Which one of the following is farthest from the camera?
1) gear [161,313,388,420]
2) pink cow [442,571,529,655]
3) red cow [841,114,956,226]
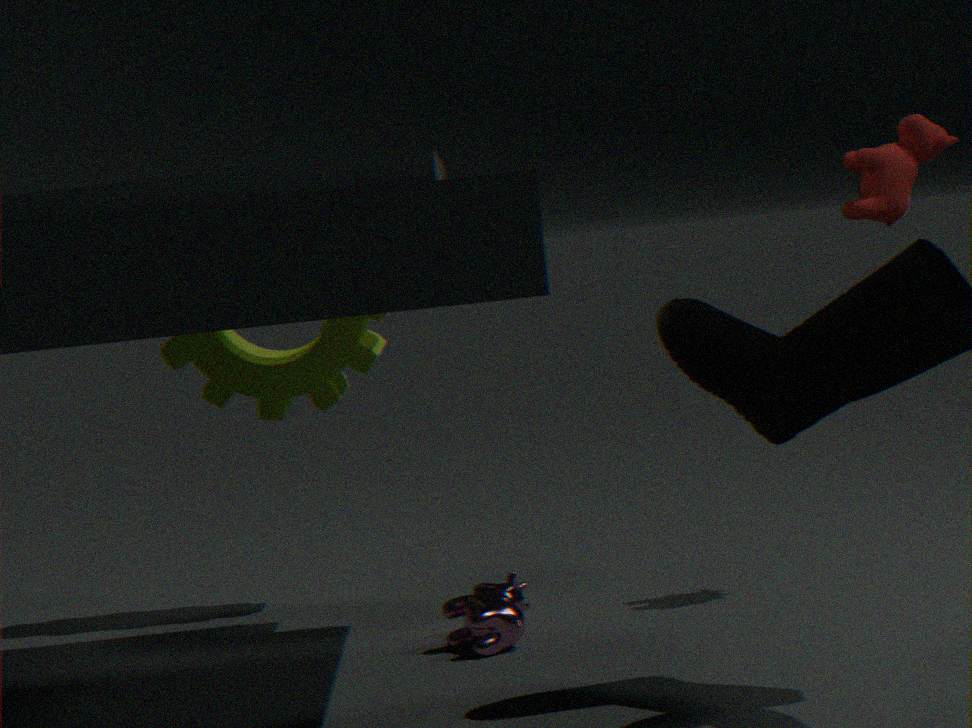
1. gear [161,313,388,420]
